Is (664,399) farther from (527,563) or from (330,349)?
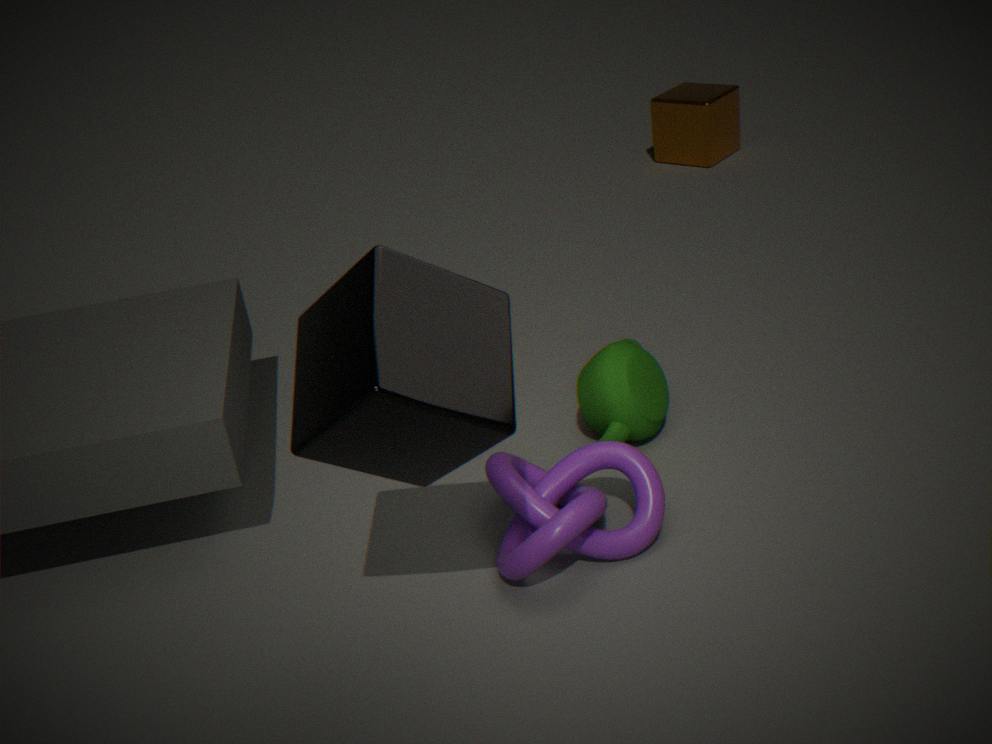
(330,349)
